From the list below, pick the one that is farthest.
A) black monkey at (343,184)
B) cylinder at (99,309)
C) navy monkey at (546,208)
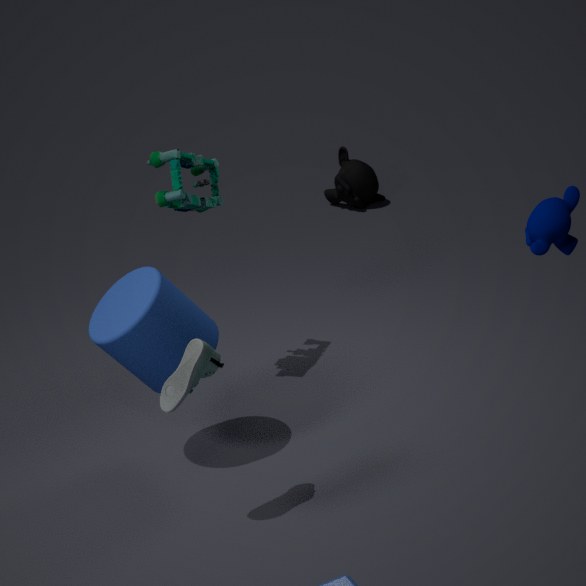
black monkey at (343,184)
